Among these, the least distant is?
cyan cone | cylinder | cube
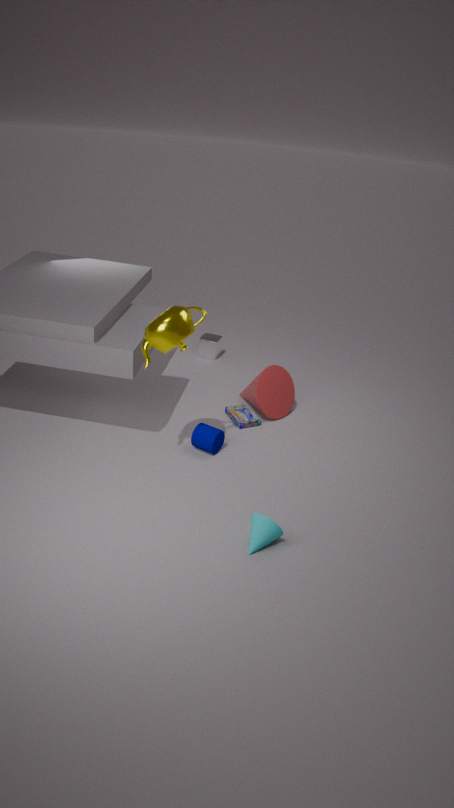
cyan cone
